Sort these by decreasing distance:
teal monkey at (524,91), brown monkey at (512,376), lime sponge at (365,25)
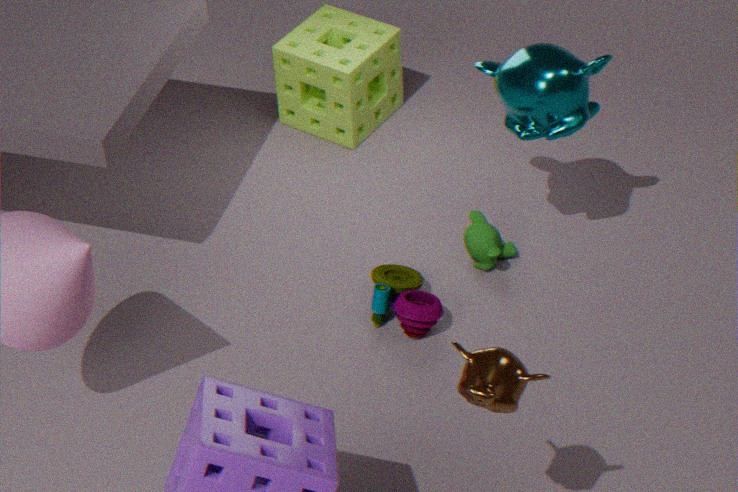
lime sponge at (365,25) < teal monkey at (524,91) < brown monkey at (512,376)
